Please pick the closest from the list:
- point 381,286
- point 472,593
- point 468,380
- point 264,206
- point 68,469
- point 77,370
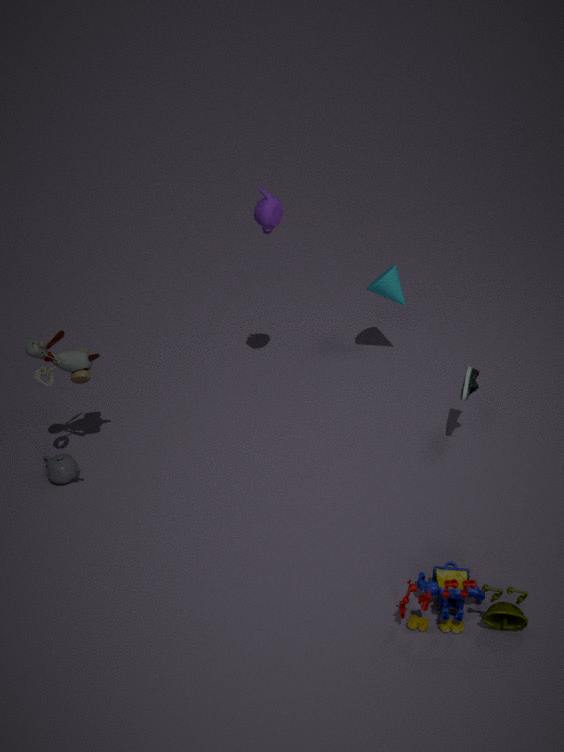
point 472,593
